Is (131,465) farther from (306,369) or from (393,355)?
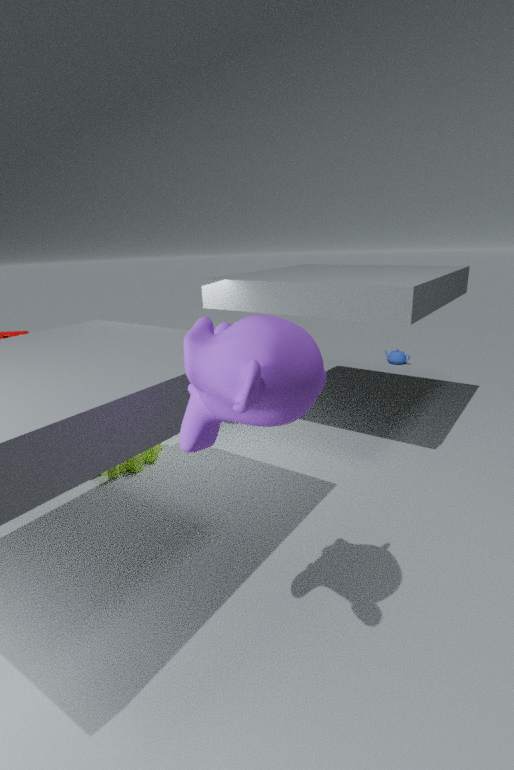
(393,355)
